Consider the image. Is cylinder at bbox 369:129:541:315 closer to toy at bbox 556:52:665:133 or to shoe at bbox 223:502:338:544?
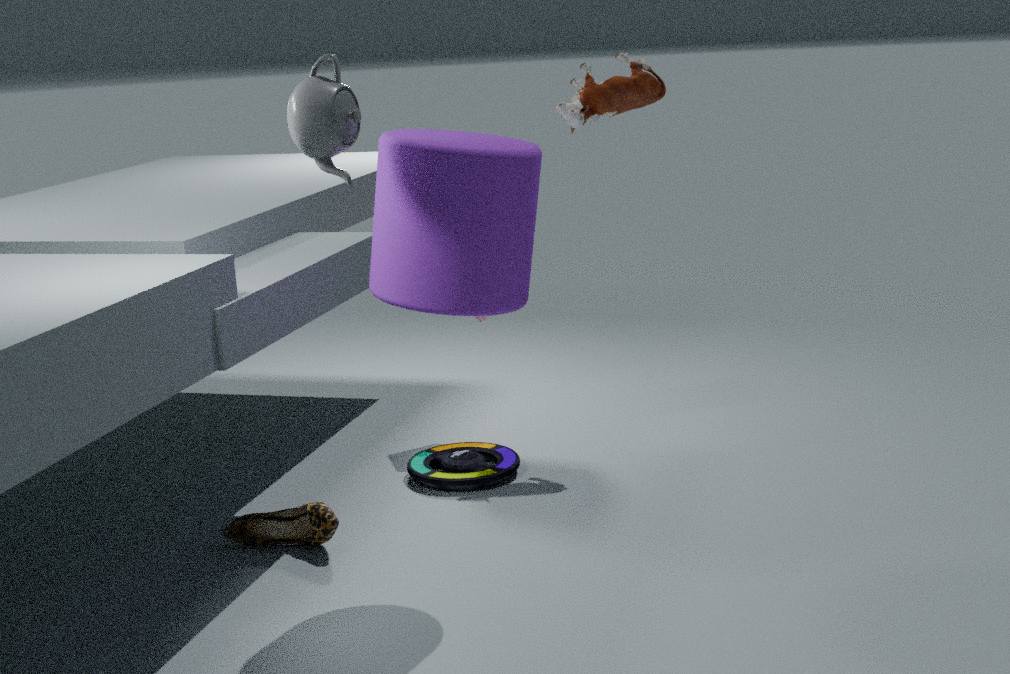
shoe at bbox 223:502:338:544
